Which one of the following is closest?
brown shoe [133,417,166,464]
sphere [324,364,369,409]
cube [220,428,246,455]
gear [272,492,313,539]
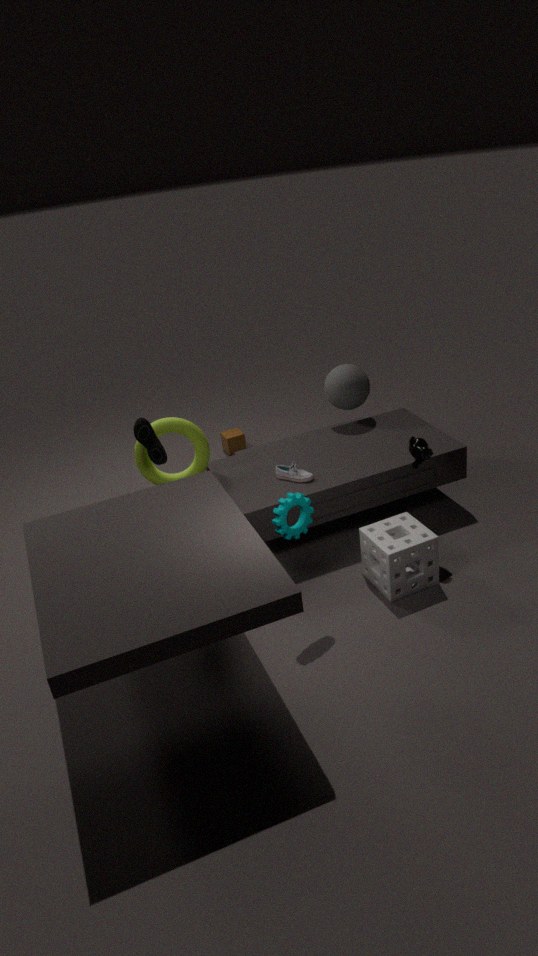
gear [272,492,313,539]
